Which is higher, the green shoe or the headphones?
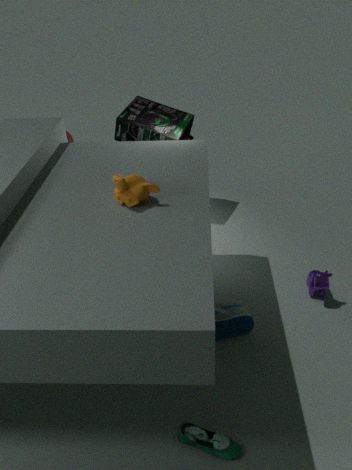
the headphones
